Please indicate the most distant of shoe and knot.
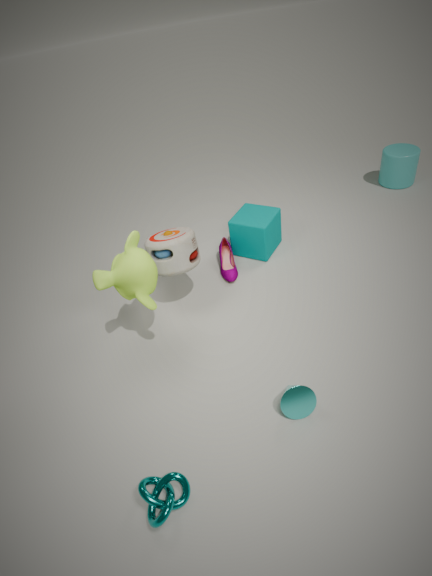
shoe
